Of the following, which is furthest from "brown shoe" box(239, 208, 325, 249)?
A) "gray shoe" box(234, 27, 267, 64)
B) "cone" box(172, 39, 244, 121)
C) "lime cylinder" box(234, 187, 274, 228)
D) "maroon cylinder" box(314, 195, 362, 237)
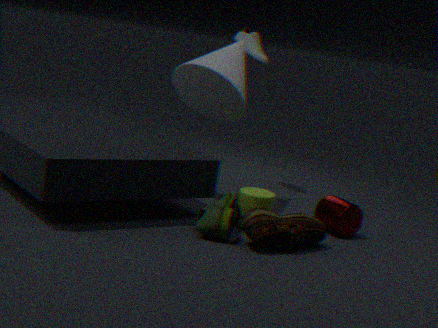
"gray shoe" box(234, 27, 267, 64)
